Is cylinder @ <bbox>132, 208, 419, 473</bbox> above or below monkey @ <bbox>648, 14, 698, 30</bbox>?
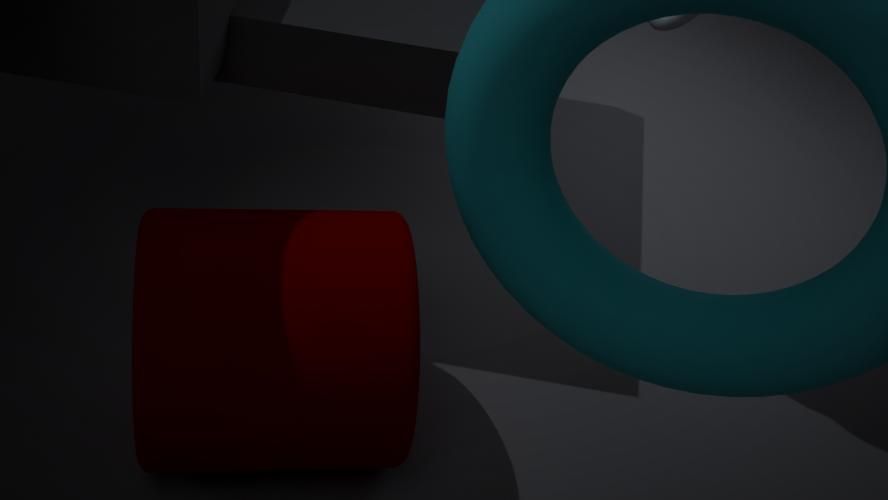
below
